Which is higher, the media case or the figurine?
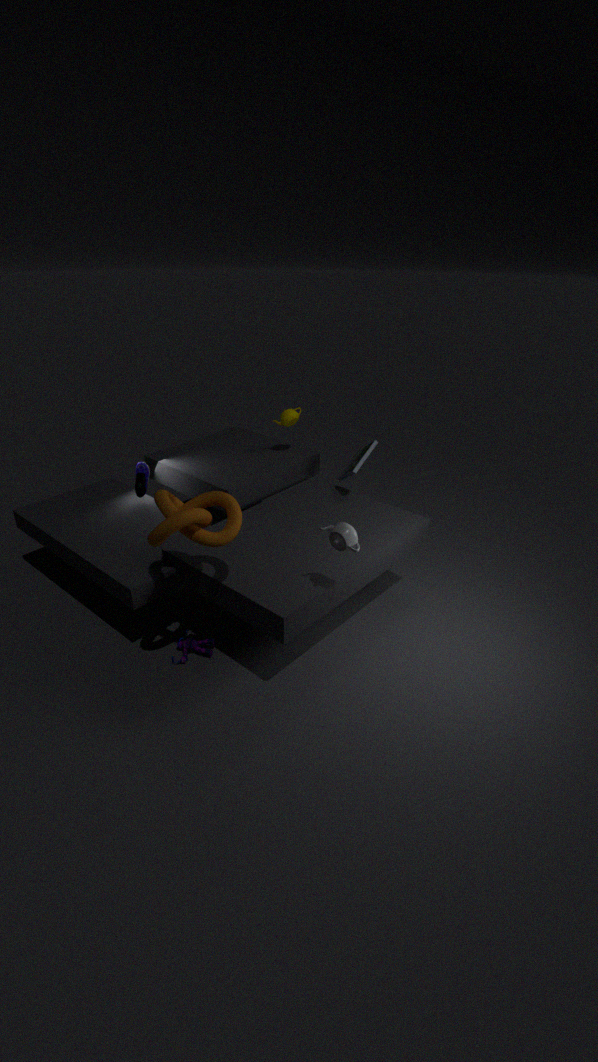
the media case
